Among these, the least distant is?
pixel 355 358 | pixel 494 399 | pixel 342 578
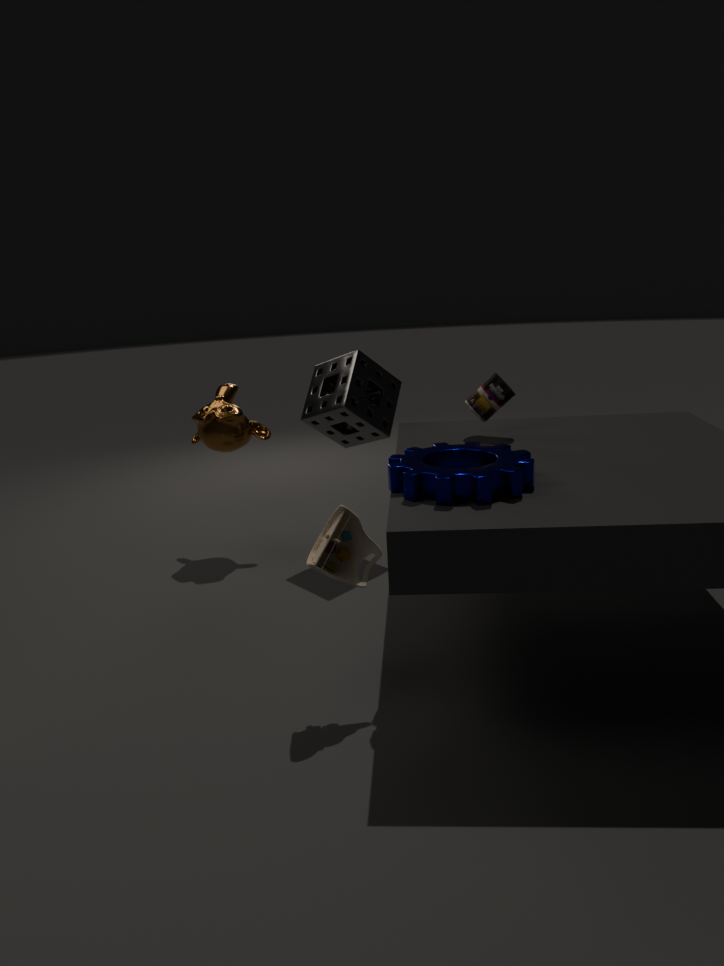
pixel 342 578
